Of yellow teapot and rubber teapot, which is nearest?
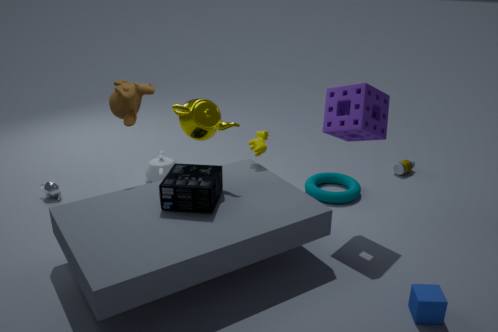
yellow teapot
